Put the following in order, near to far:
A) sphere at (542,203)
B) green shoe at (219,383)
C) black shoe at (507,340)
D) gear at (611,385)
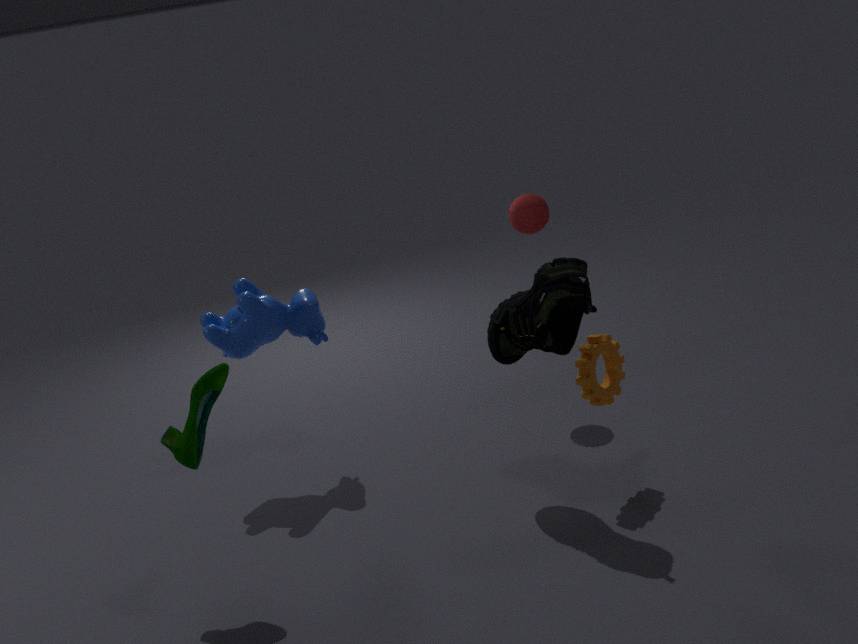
green shoe at (219,383) < black shoe at (507,340) < gear at (611,385) < sphere at (542,203)
